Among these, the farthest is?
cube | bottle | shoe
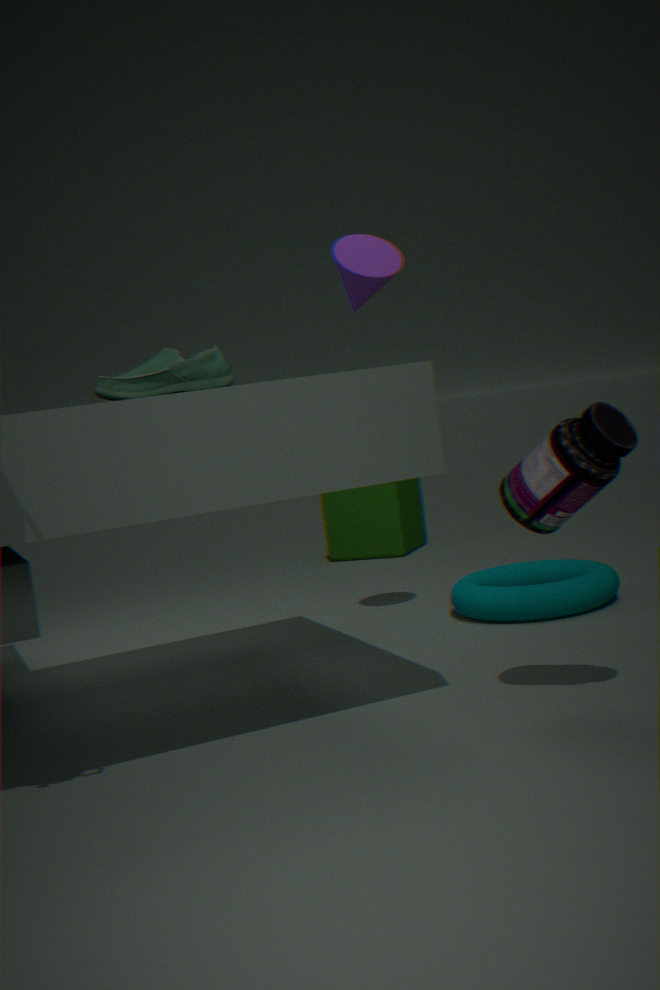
cube
